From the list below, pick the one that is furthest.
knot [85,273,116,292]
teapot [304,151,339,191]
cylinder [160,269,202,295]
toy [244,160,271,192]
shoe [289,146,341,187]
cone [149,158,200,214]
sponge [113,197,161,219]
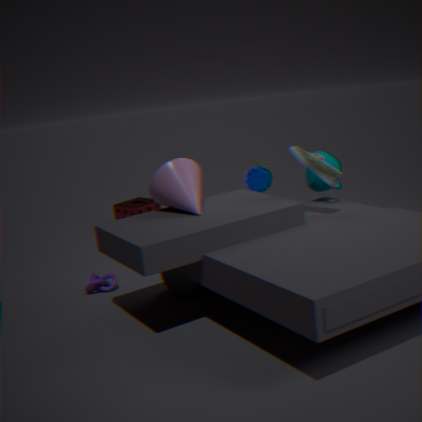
sponge [113,197,161,219]
